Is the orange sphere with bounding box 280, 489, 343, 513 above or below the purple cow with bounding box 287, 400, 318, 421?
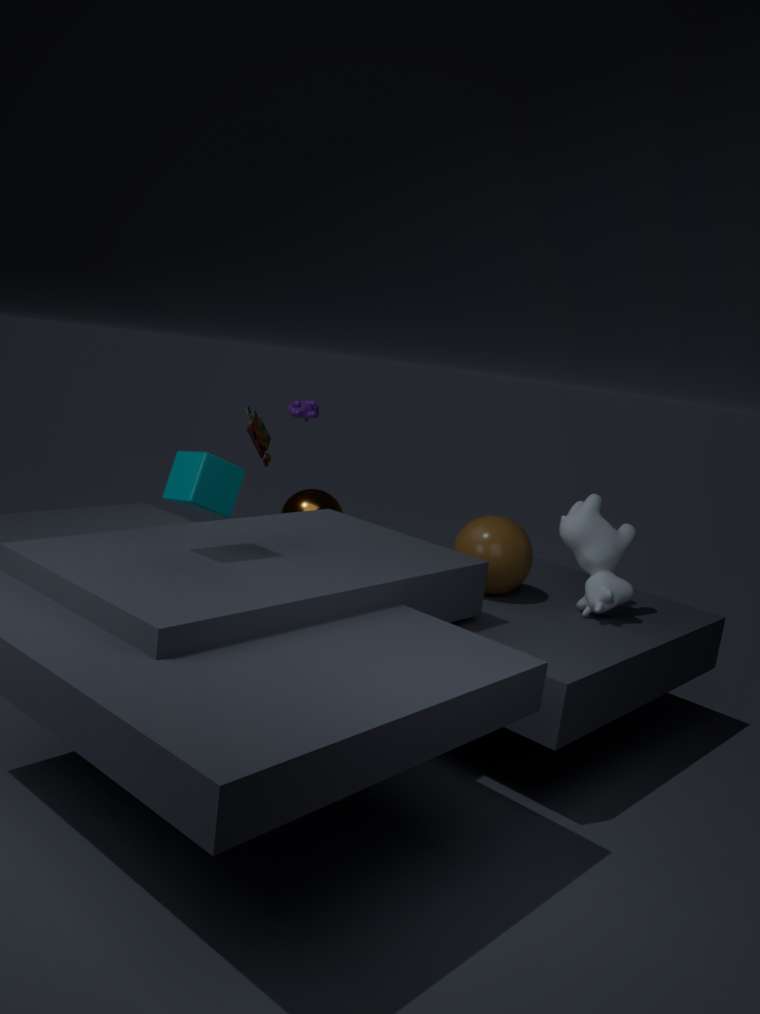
below
